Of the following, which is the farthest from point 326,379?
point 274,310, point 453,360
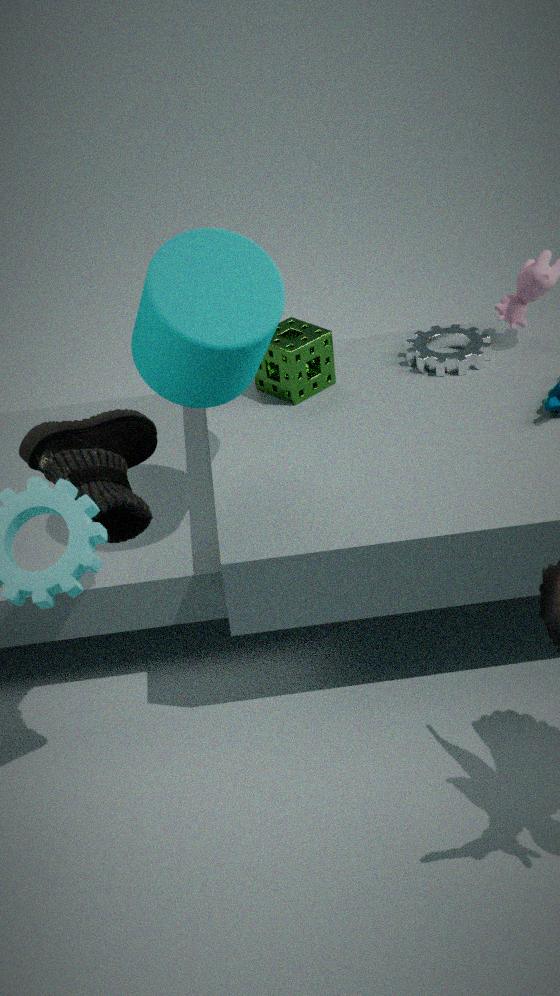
point 274,310
